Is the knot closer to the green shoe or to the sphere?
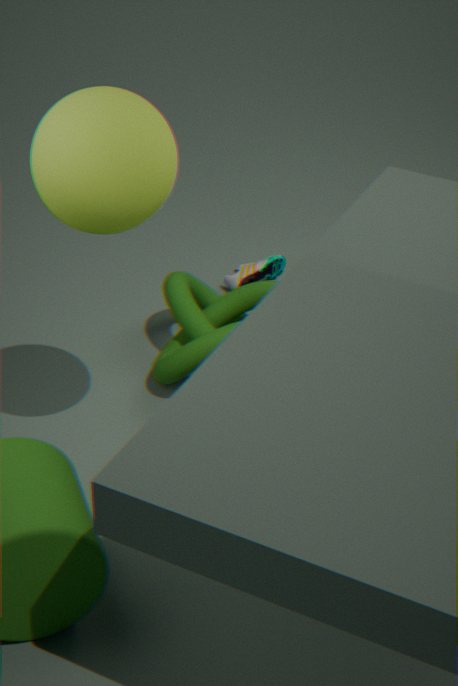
the green shoe
